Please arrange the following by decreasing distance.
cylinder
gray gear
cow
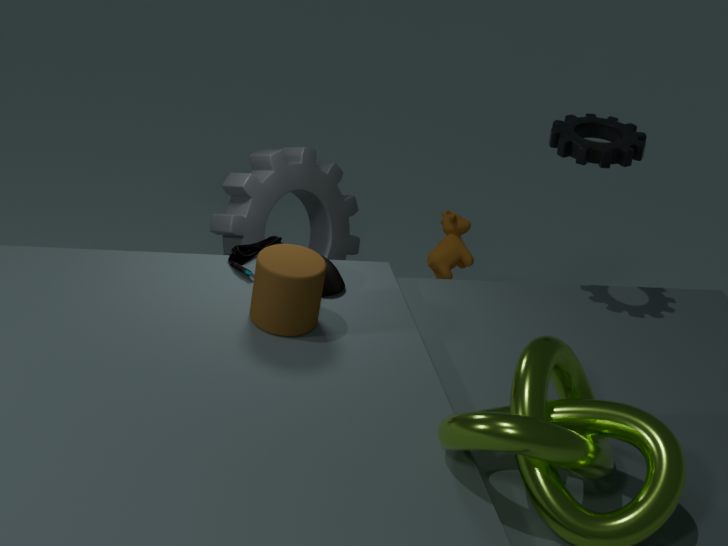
cow
gray gear
cylinder
